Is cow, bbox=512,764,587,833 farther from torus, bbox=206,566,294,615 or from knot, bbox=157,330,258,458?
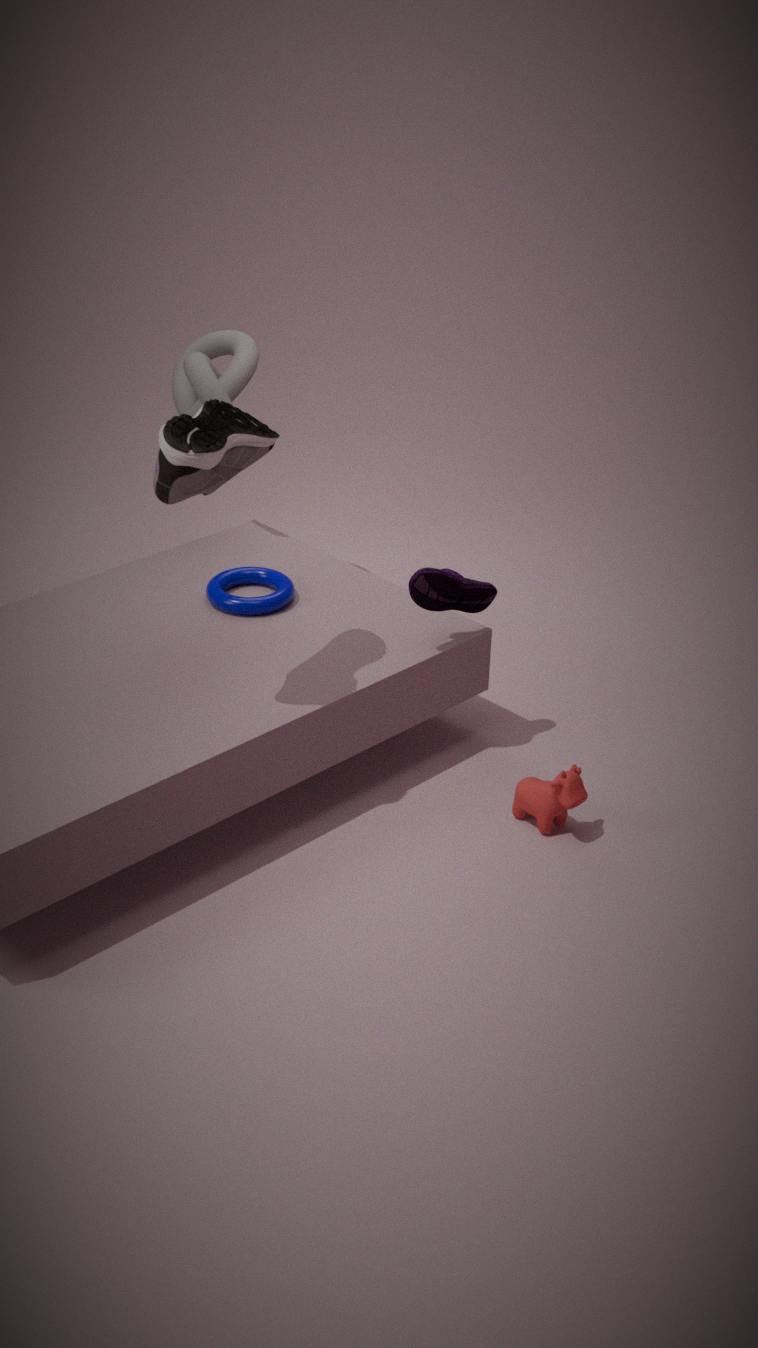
knot, bbox=157,330,258,458
